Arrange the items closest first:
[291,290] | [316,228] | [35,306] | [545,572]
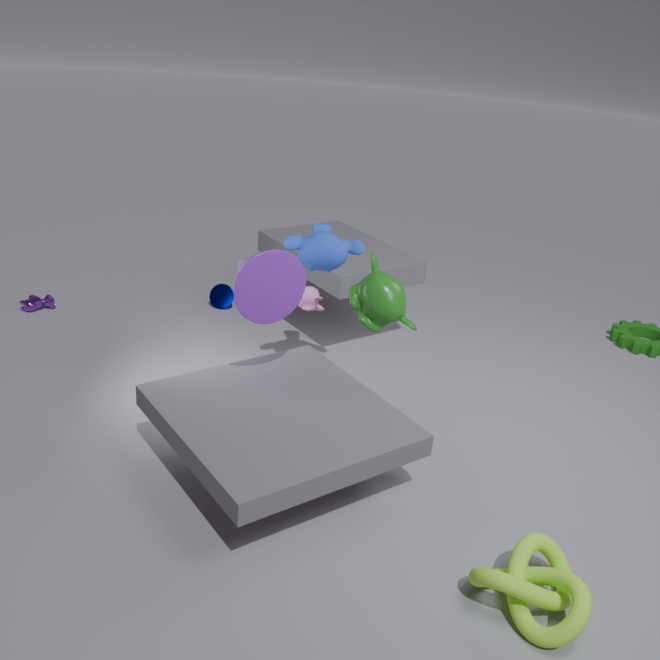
[545,572], [291,290], [316,228], [35,306]
